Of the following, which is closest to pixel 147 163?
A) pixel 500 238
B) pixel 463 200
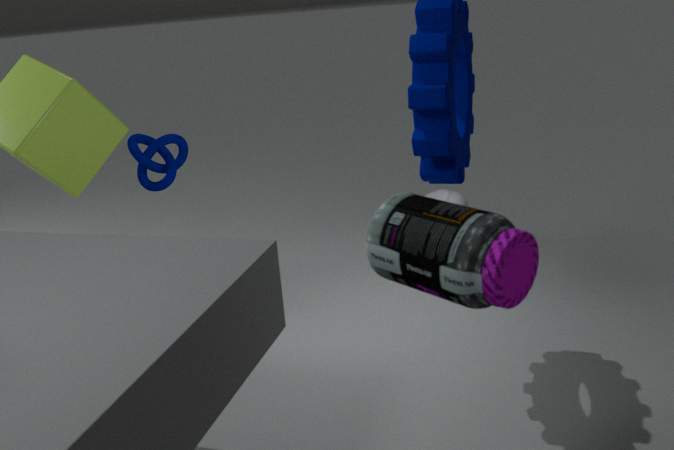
pixel 463 200
